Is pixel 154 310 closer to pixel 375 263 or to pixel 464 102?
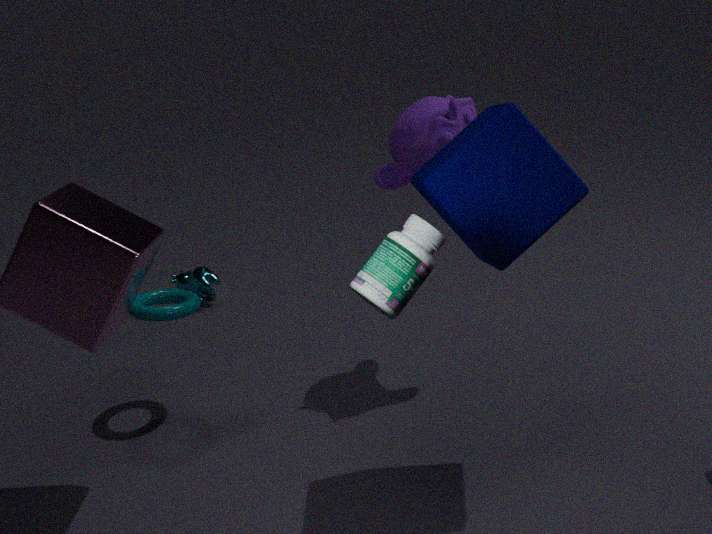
pixel 464 102
